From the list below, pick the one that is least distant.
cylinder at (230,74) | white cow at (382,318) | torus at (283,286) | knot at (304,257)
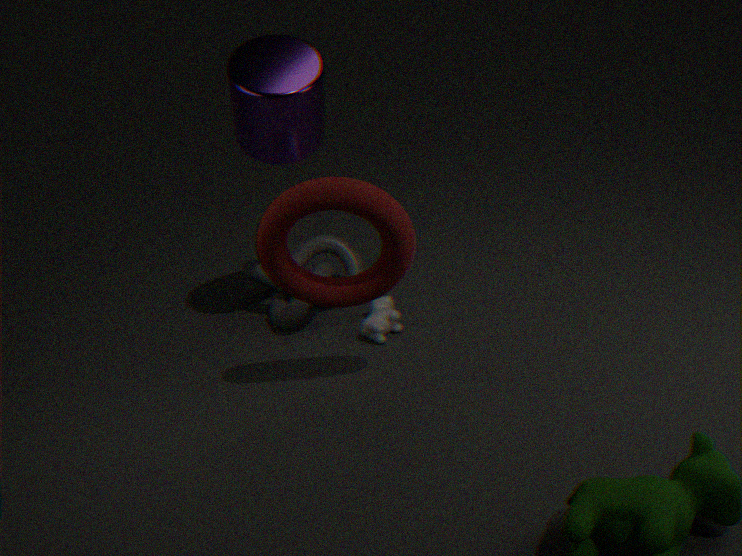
torus at (283,286)
